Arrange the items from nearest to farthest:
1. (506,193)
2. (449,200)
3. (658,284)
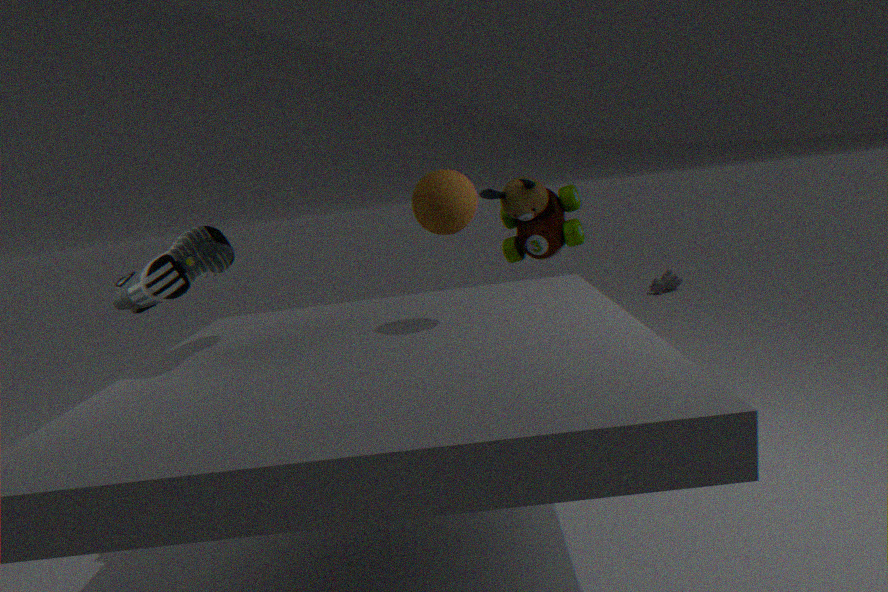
(449,200) < (506,193) < (658,284)
